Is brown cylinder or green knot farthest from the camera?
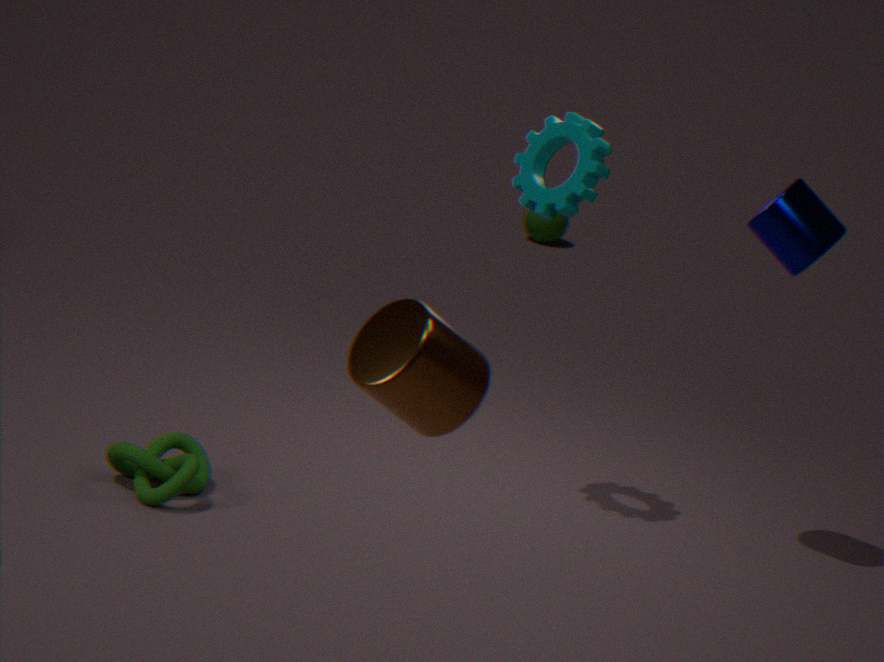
green knot
